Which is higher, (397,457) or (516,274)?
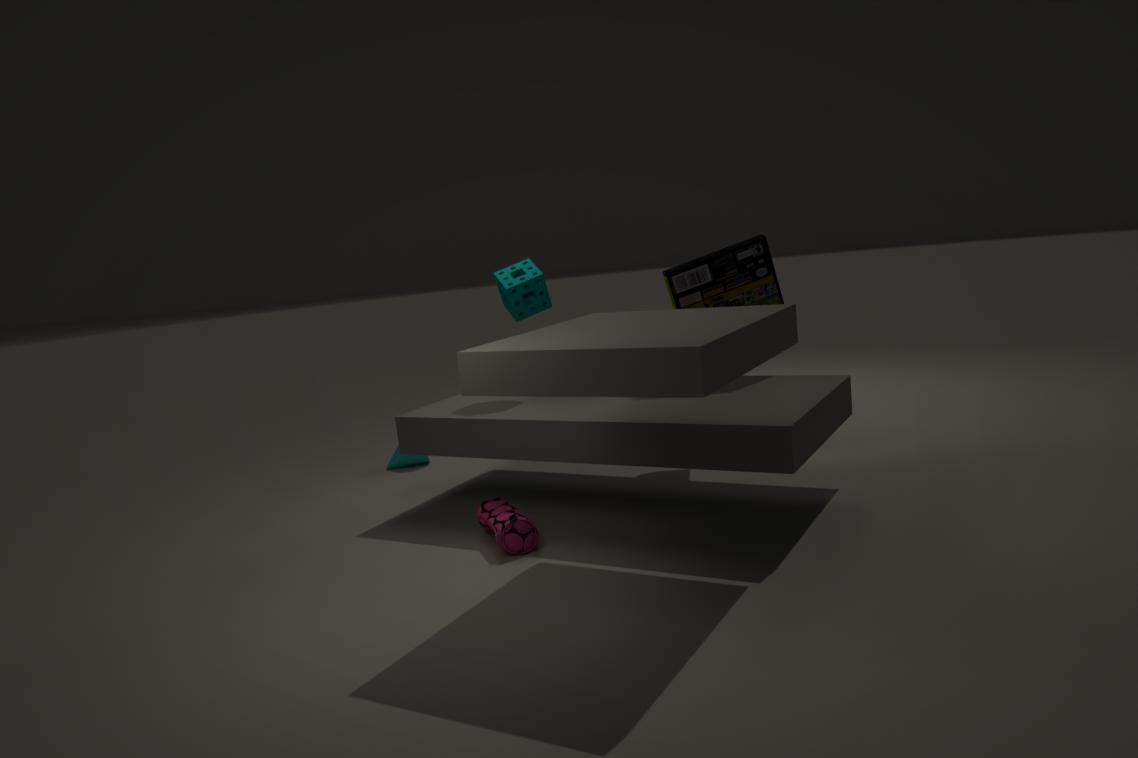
(516,274)
